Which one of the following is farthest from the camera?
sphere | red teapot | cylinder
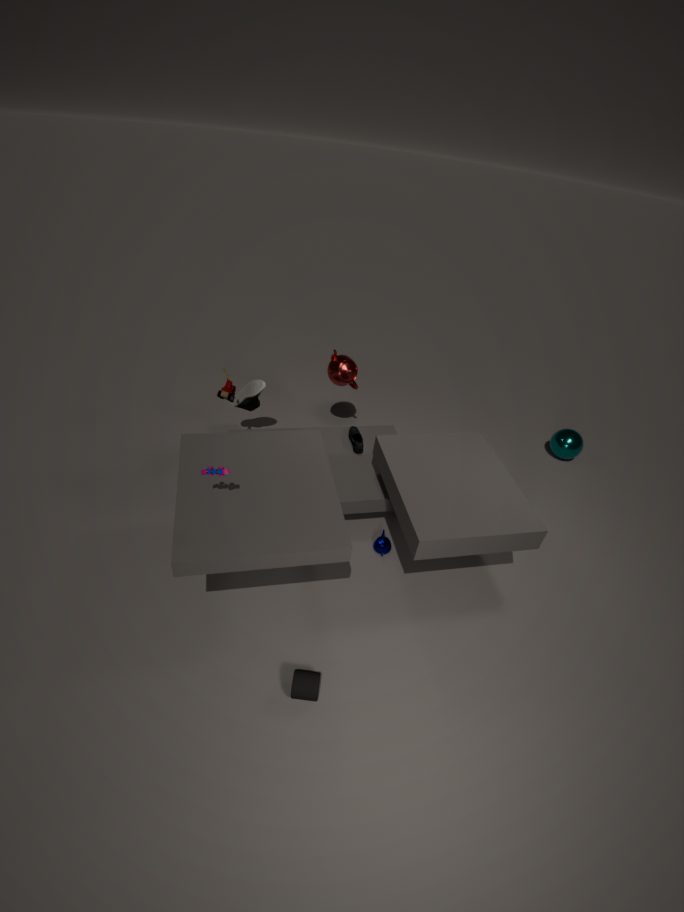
sphere
